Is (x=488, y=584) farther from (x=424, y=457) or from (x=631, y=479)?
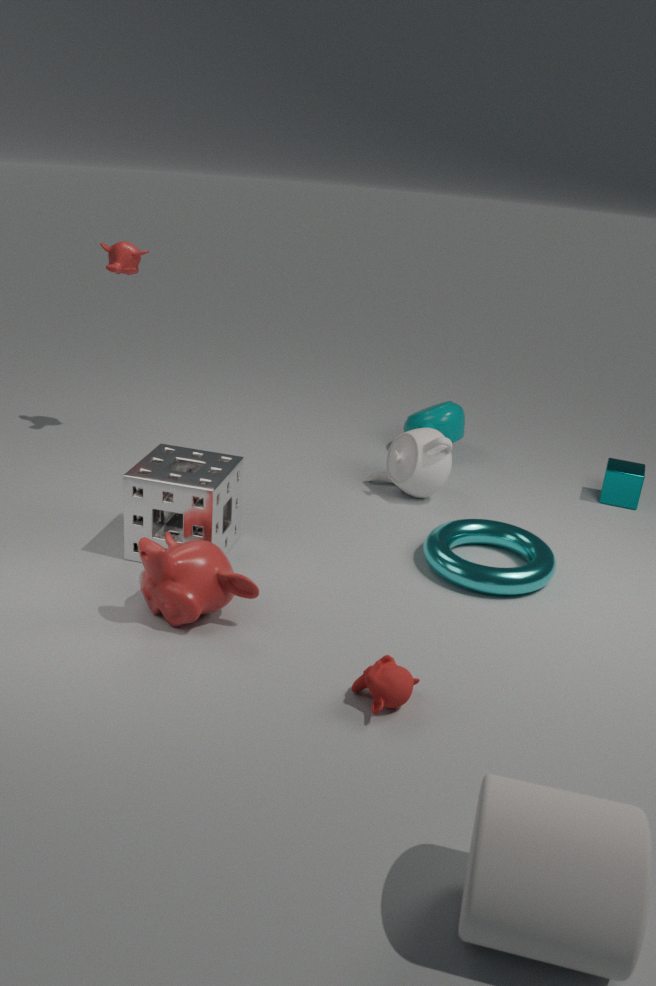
(x=631, y=479)
